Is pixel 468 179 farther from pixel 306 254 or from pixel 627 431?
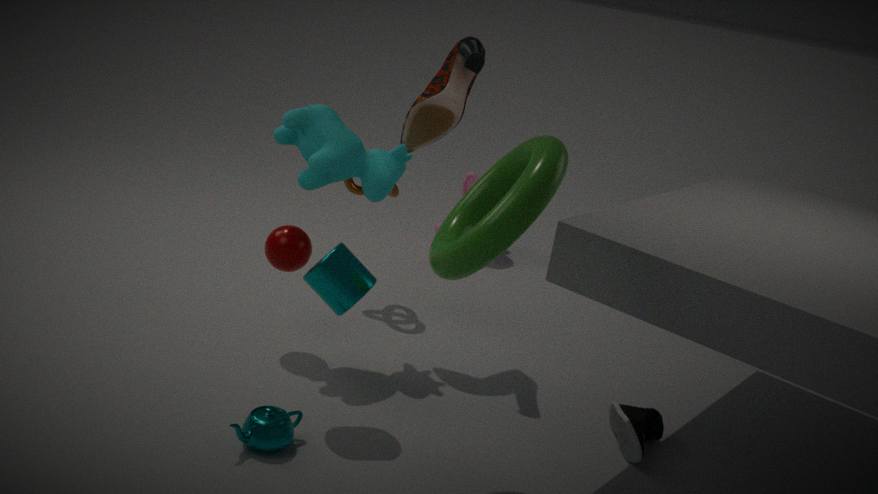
pixel 627 431
